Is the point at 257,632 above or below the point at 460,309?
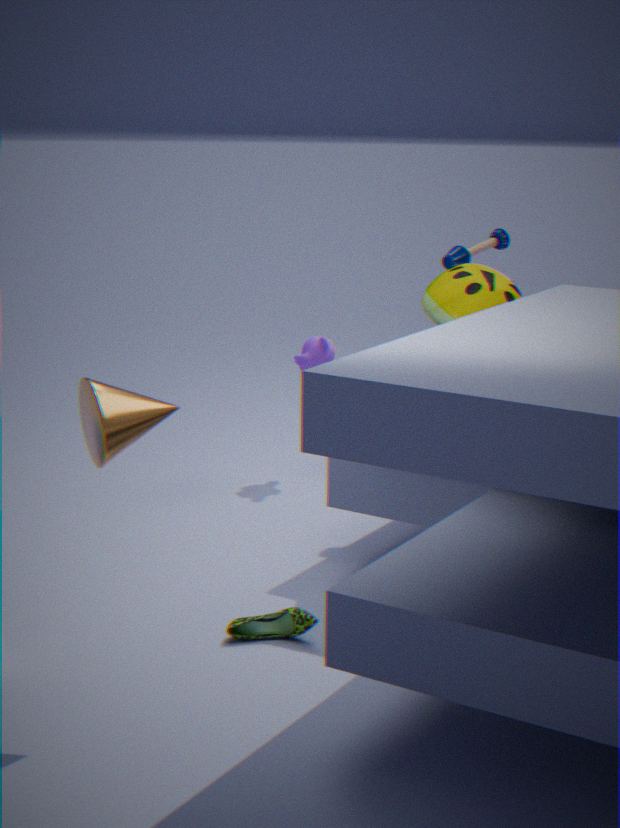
below
